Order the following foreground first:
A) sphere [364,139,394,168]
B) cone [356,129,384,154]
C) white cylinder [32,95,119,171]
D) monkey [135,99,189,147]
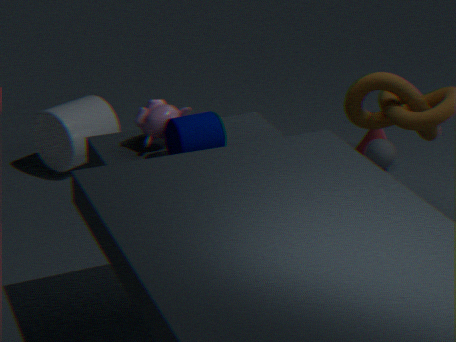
monkey [135,99,189,147] < white cylinder [32,95,119,171] < sphere [364,139,394,168] < cone [356,129,384,154]
